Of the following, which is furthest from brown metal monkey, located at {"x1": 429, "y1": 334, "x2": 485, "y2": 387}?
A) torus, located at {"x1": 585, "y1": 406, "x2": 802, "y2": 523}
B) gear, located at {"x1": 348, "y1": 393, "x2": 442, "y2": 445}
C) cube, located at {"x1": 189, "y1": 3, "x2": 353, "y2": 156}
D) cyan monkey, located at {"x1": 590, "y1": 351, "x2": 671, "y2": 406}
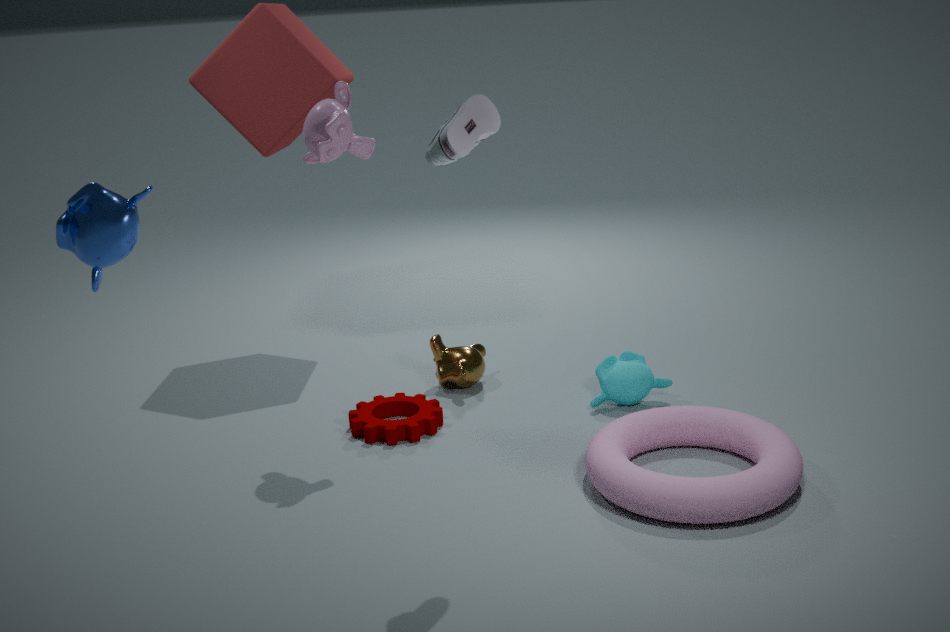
cube, located at {"x1": 189, "y1": 3, "x2": 353, "y2": 156}
